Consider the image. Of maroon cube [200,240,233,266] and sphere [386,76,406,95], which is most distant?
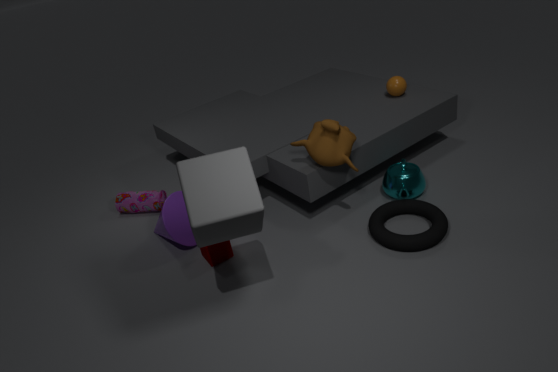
sphere [386,76,406,95]
